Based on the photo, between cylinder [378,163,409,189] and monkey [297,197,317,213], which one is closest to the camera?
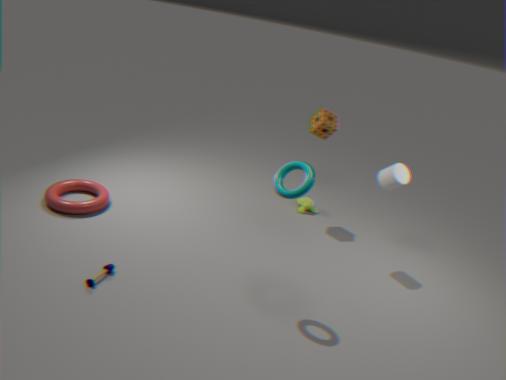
cylinder [378,163,409,189]
